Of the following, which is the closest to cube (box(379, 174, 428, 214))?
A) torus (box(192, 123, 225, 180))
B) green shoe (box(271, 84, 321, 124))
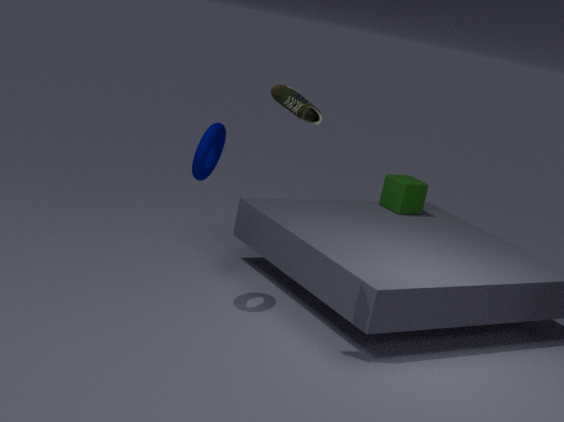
torus (box(192, 123, 225, 180))
